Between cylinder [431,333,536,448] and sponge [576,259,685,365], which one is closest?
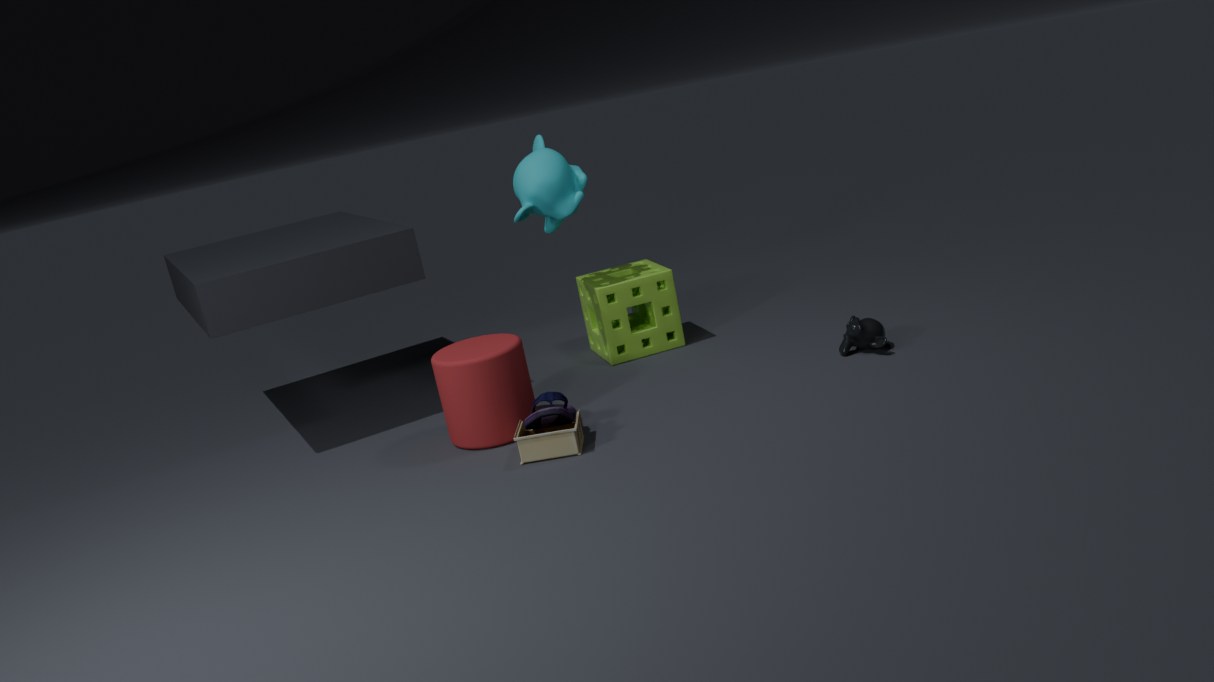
cylinder [431,333,536,448]
